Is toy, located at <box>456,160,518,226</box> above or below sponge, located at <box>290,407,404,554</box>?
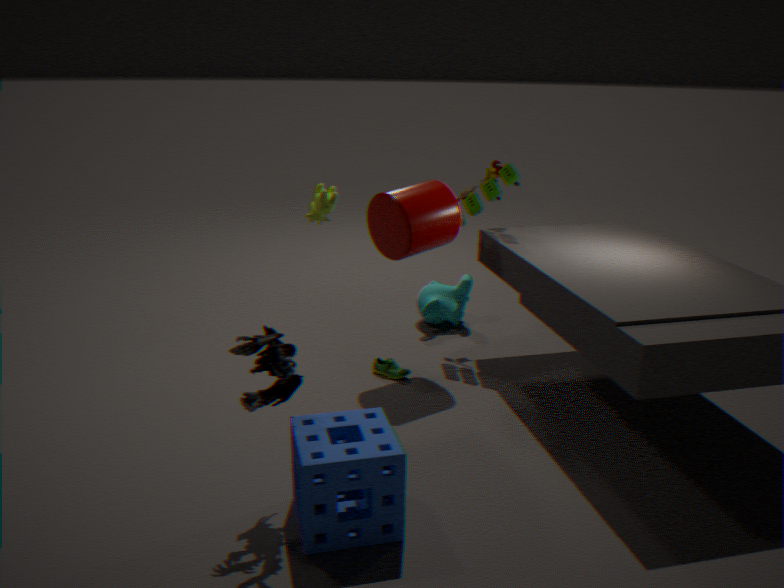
above
